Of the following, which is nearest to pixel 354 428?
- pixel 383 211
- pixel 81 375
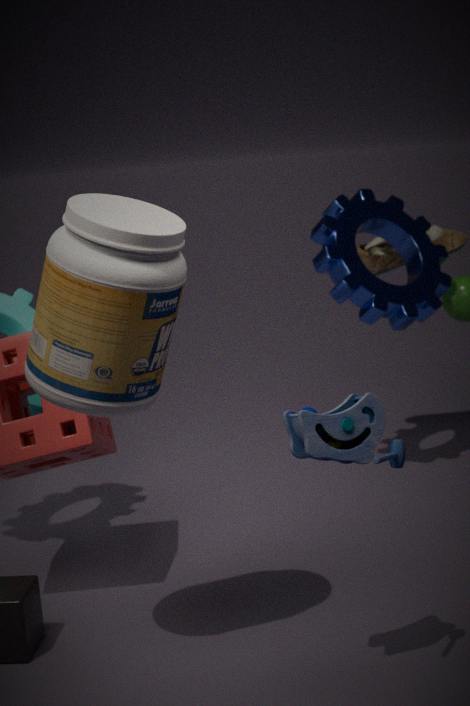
pixel 81 375
